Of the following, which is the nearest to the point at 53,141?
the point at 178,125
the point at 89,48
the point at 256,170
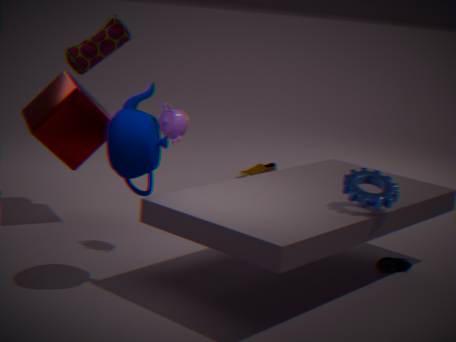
the point at 89,48
